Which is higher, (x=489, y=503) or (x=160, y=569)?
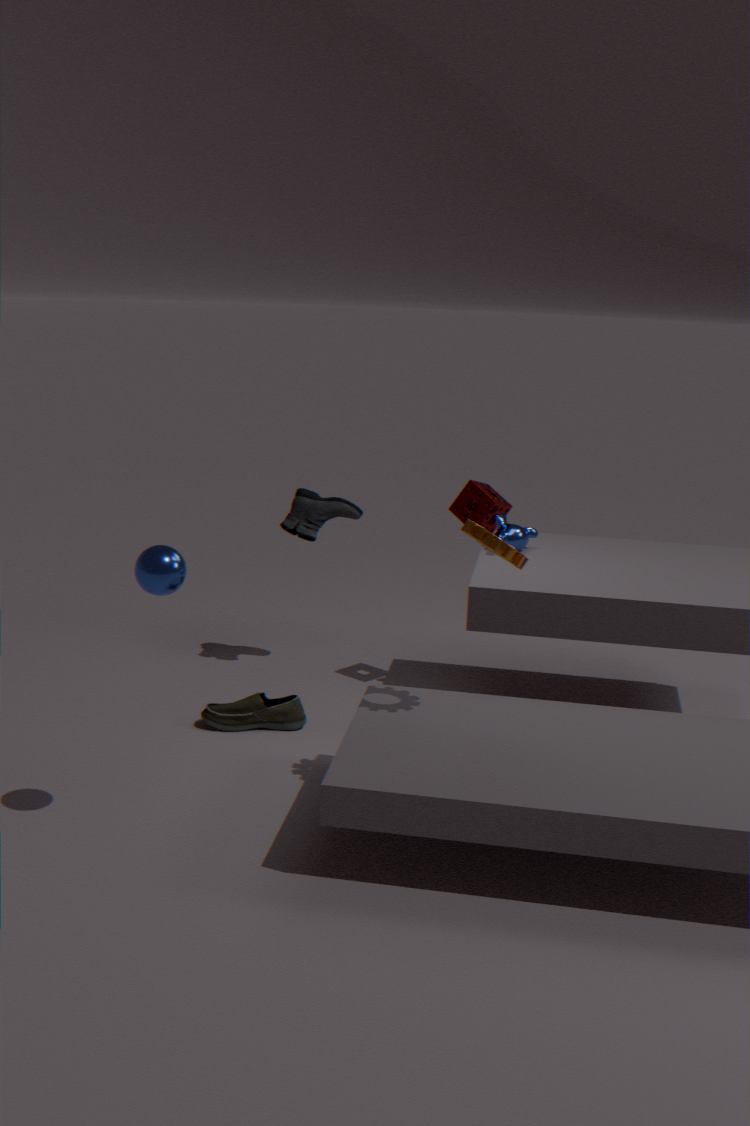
(x=160, y=569)
